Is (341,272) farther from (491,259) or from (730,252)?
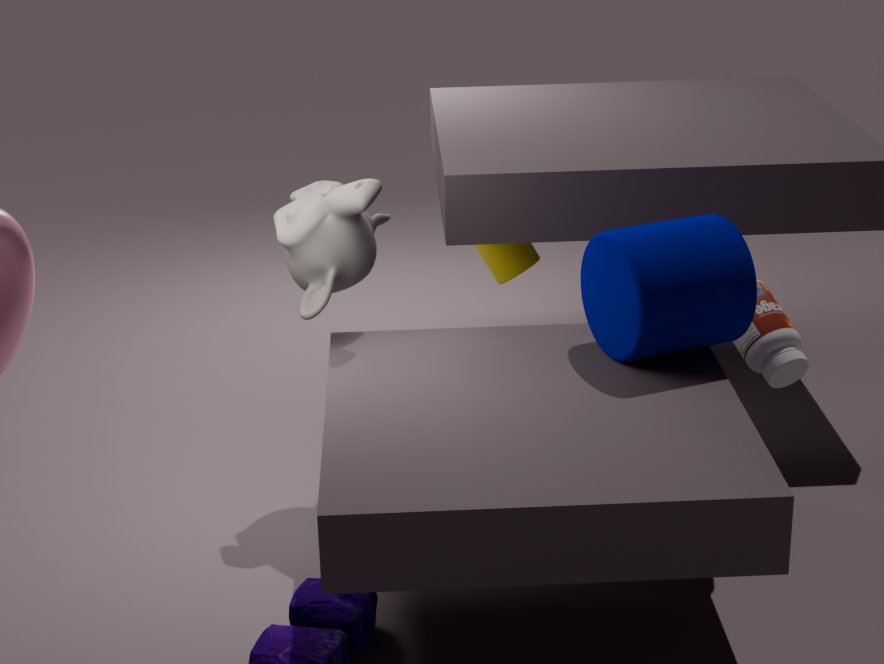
(491,259)
